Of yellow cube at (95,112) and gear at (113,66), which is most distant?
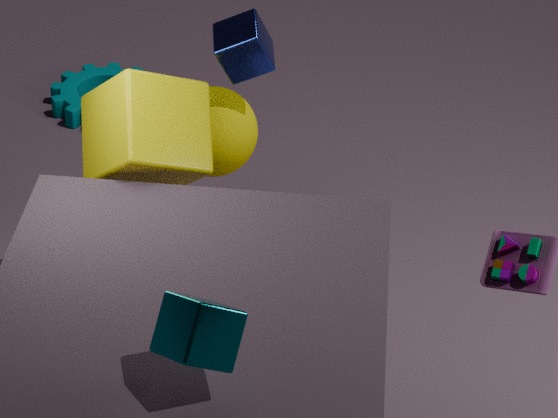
gear at (113,66)
